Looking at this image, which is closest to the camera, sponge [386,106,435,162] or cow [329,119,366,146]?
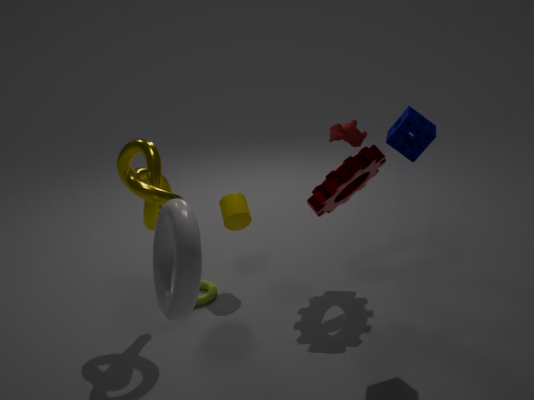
sponge [386,106,435,162]
